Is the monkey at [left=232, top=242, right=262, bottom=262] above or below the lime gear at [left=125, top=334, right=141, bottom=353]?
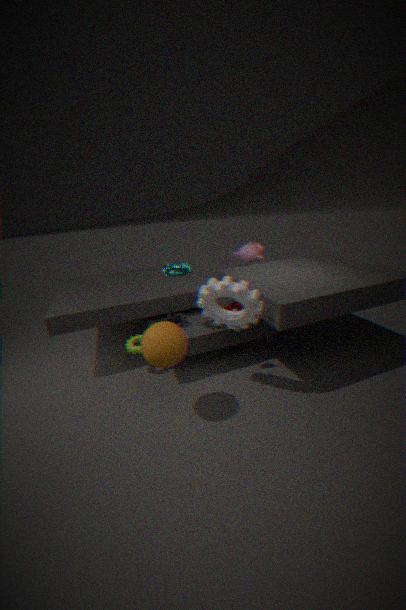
above
